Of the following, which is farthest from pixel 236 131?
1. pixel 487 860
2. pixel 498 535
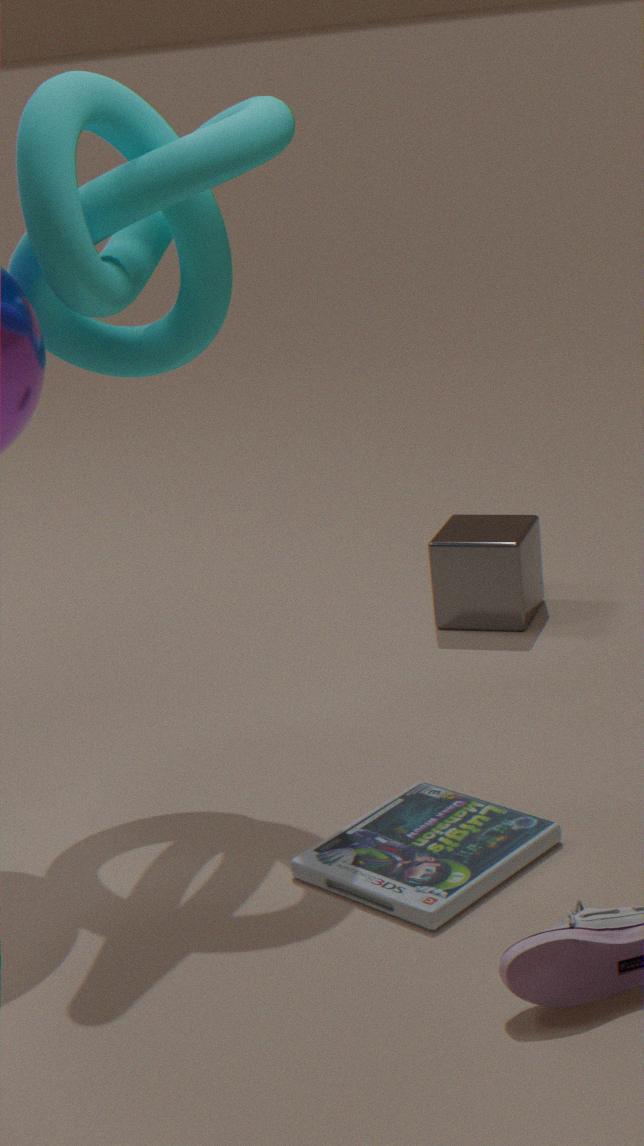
pixel 498 535
